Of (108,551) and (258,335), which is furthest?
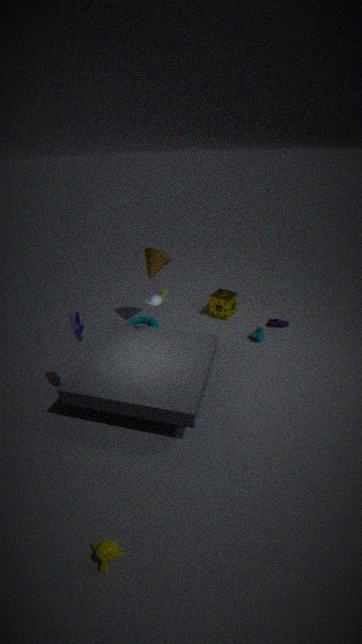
(258,335)
